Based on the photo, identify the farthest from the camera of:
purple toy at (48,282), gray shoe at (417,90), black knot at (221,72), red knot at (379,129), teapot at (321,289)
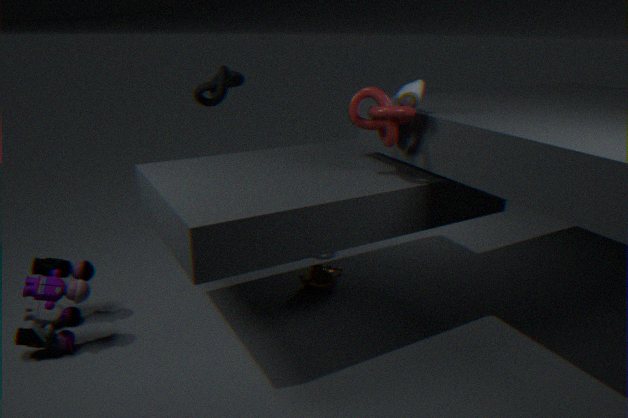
teapot at (321,289)
